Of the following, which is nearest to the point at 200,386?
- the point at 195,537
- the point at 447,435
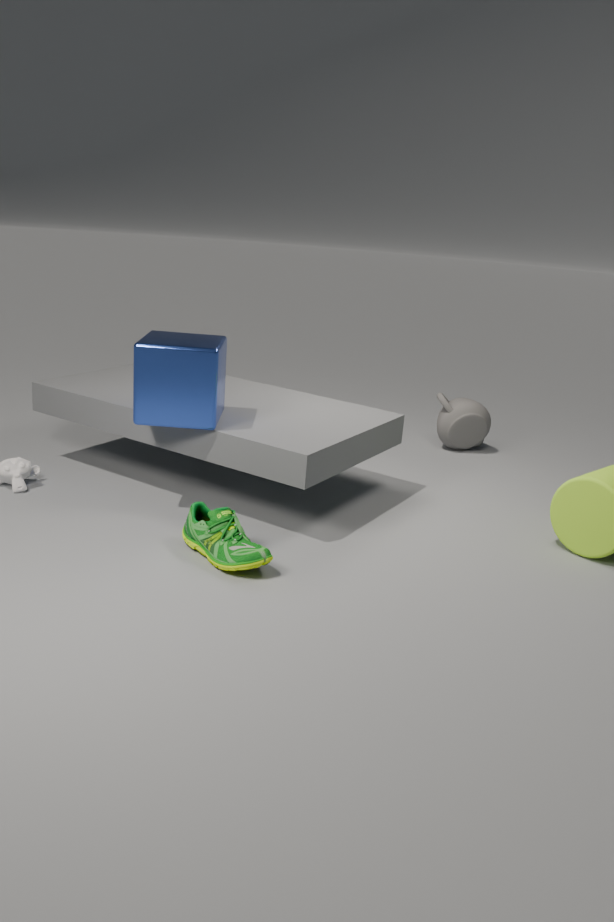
the point at 195,537
